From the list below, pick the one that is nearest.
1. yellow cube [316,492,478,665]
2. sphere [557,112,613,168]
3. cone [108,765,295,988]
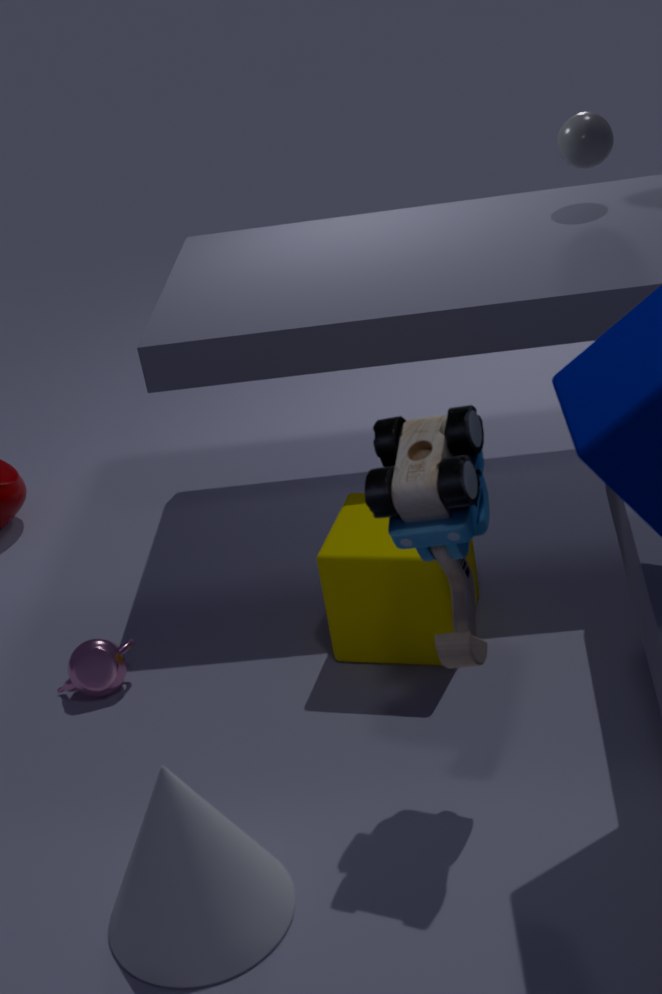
cone [108,765,295,988]
